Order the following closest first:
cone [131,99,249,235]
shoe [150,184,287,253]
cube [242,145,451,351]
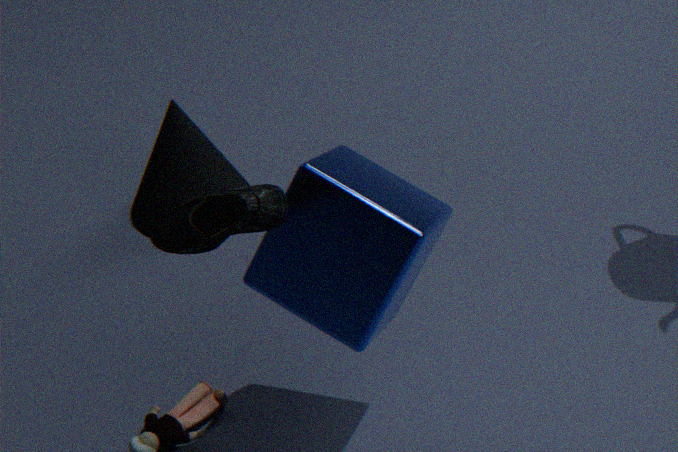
shoe [150,184,287,253], cube [242,145,451,351], cone [131,99,249,235]
